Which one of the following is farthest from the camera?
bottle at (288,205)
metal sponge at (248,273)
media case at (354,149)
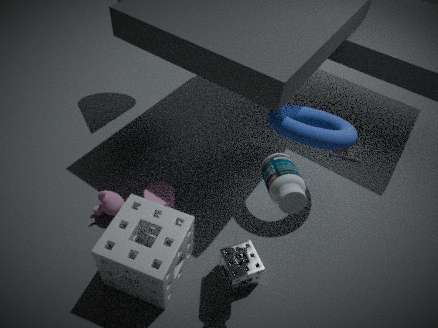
media case at (354,149)
